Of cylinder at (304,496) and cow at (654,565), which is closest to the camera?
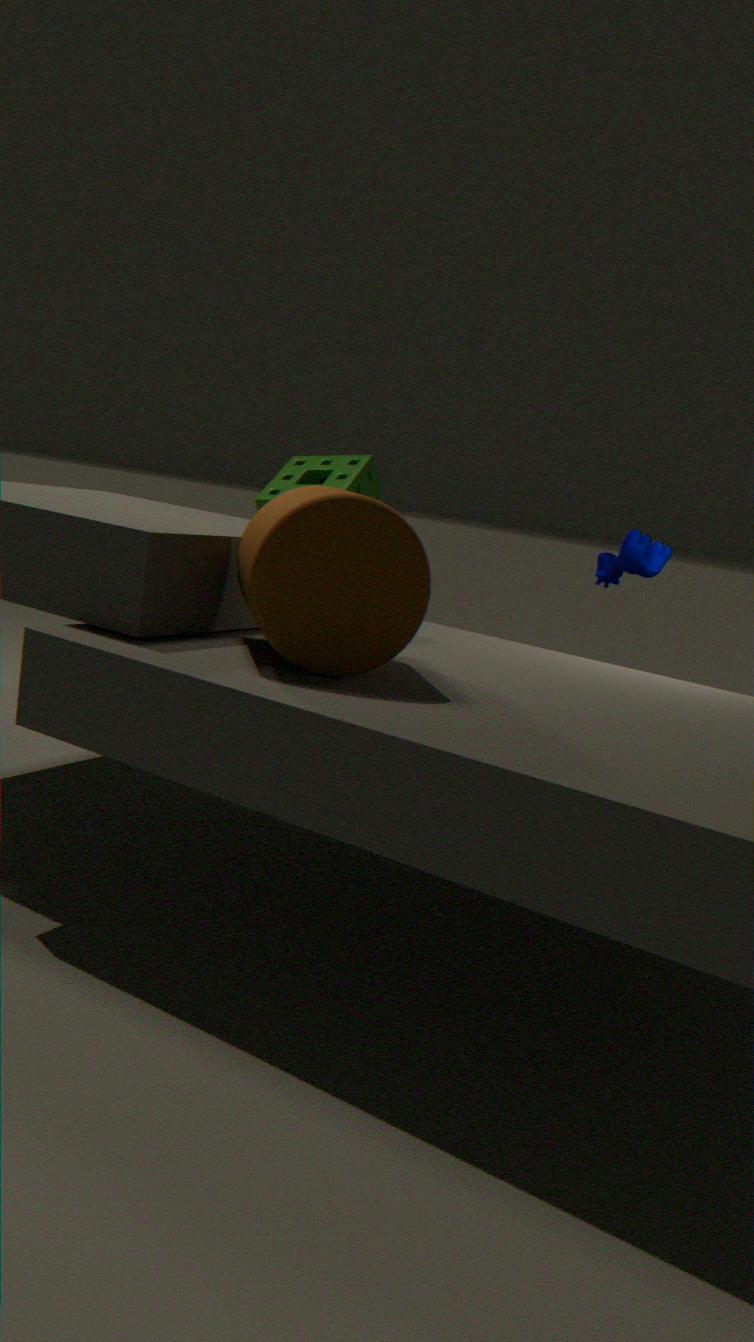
cylinder at (304,496)
